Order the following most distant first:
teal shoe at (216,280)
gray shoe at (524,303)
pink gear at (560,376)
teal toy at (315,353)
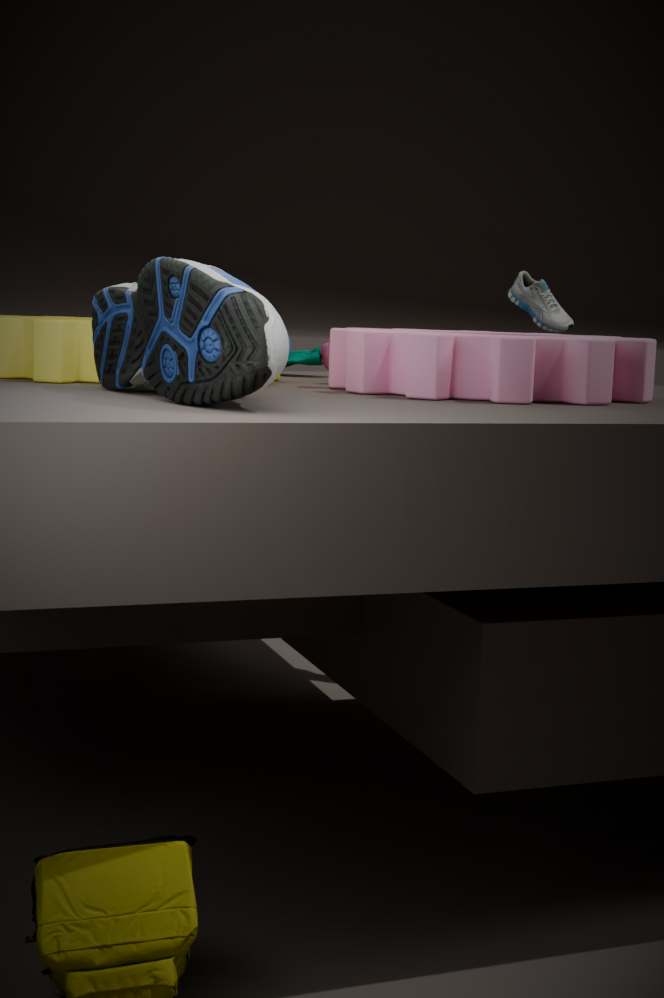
gray shoe at (524,303)
teal toy at (315,353)
pink gear at (560,376)
teal shoe at (216,280)
